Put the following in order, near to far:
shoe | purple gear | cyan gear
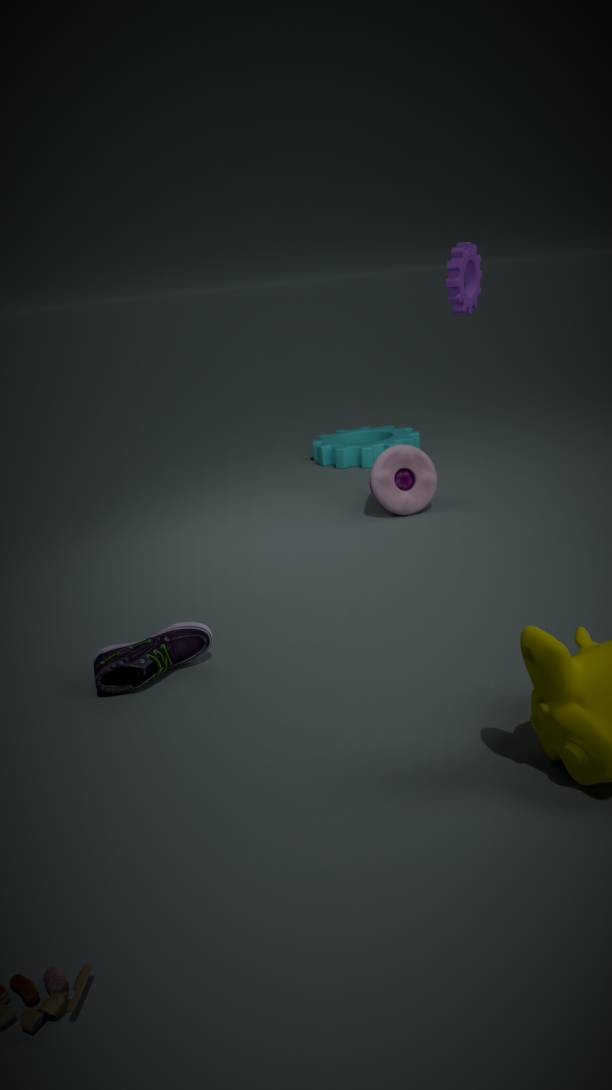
shoe < purple gear < cyan gear
